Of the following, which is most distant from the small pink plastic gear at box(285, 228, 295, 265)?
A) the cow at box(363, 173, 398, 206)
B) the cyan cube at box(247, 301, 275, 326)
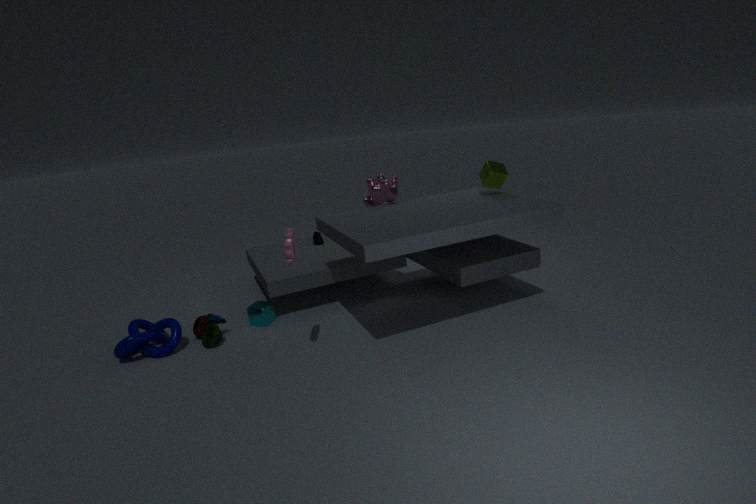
the cow at box(363, 173, 398, 206)
